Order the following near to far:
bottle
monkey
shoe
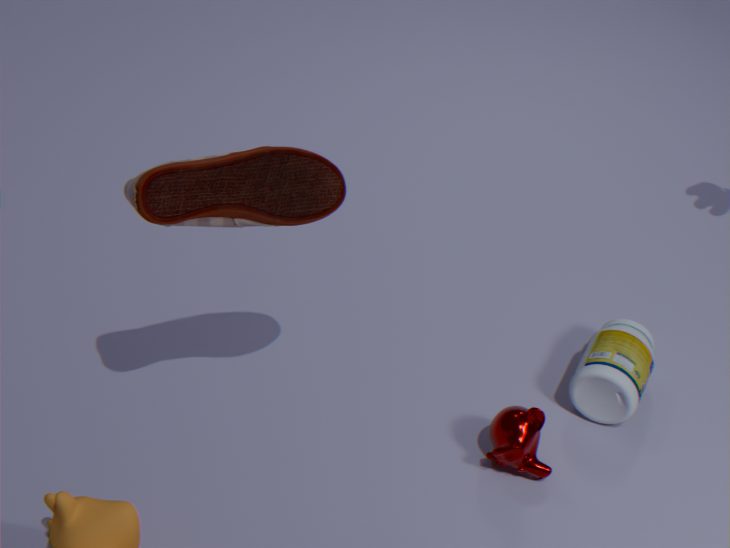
shoe < monkey < bottle
